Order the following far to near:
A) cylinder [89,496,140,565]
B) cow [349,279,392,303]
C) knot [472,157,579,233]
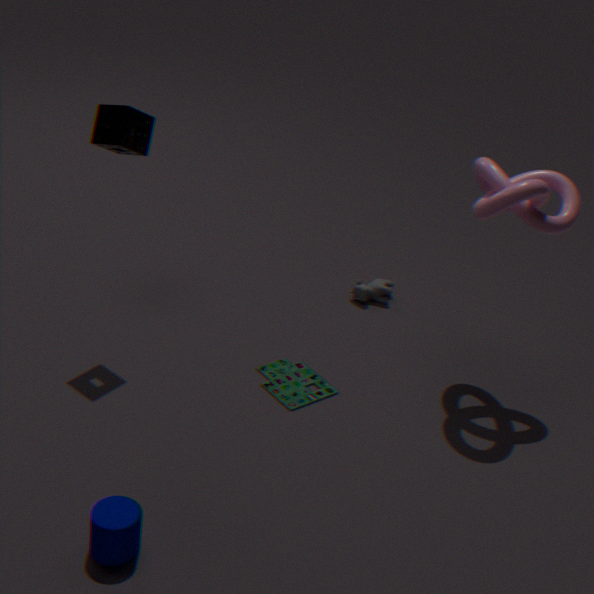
cow [349,279,392,303]
knot [472,157,579,233]
cylinder [89,496,140,565]
